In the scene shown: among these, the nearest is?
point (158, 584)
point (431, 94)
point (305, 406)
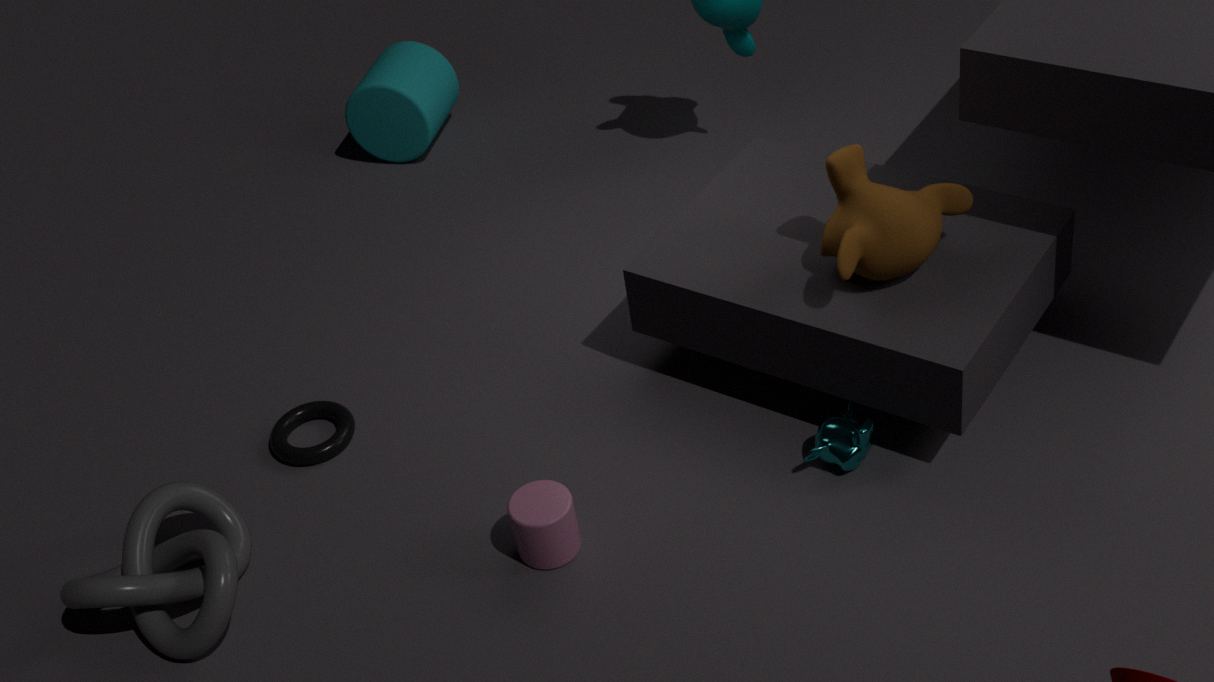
point (158, 584)
